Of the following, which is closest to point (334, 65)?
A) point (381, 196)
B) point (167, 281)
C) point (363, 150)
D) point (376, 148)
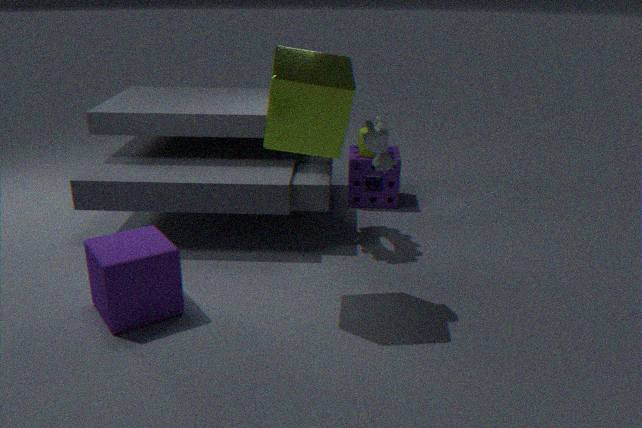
point (376, 148)
